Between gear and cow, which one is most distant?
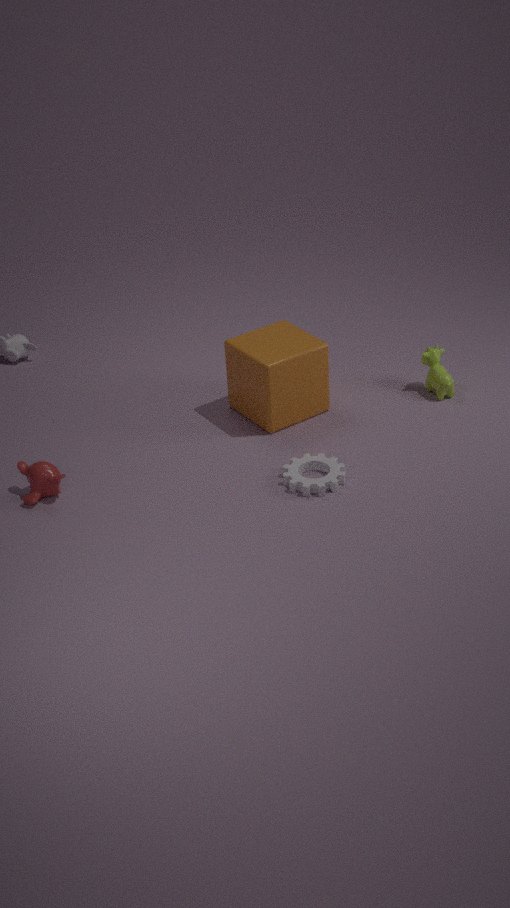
cow
